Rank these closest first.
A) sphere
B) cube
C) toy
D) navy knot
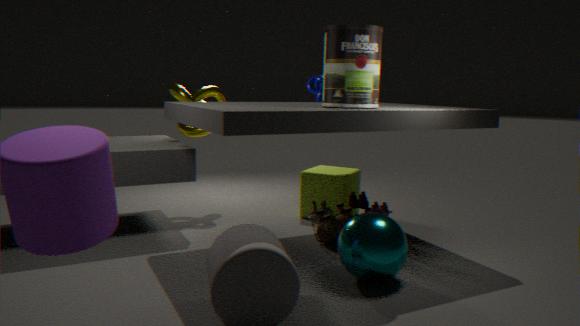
sphere, toy, cube, navy knot
